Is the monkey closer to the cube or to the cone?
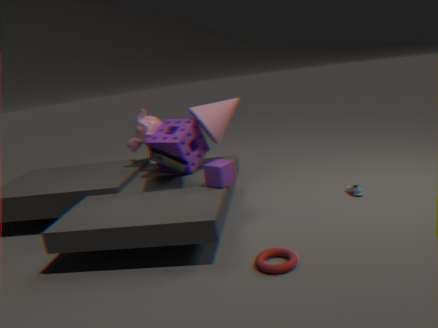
the cone
